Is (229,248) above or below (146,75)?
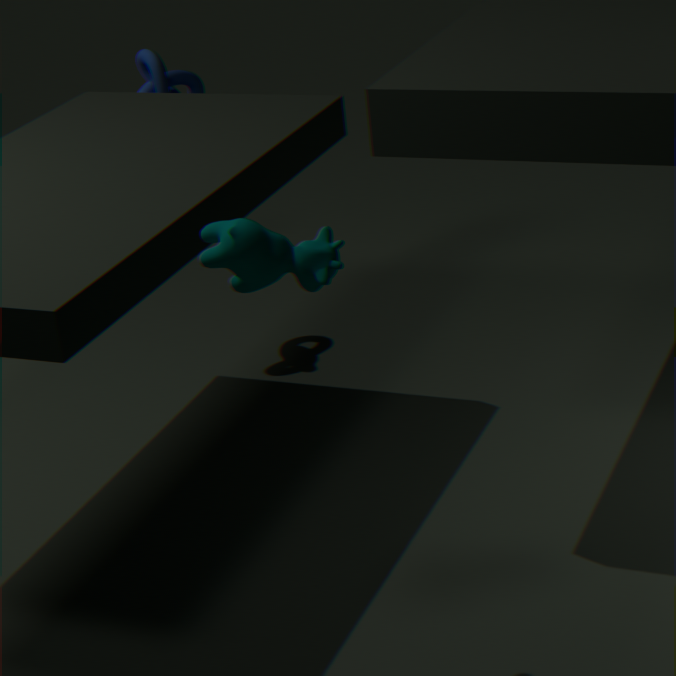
above
